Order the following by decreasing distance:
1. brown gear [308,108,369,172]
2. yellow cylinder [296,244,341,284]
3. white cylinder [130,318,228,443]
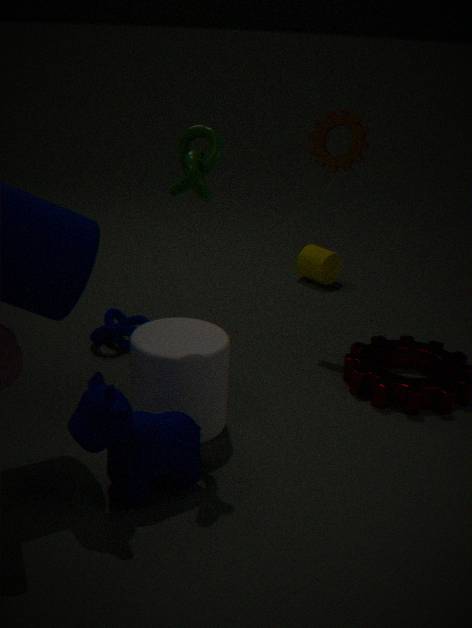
yellow cylinder [296,244,341,284]
brown gear [308,108,369,172]
white cylinder [130,318,228,443]
